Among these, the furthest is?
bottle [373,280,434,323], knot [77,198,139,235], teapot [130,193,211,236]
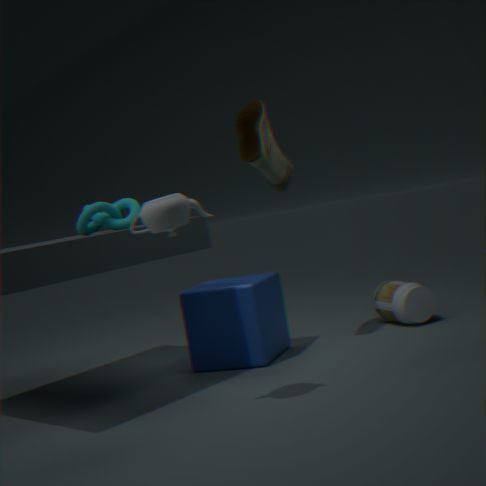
bottle [373,280,434,323]
